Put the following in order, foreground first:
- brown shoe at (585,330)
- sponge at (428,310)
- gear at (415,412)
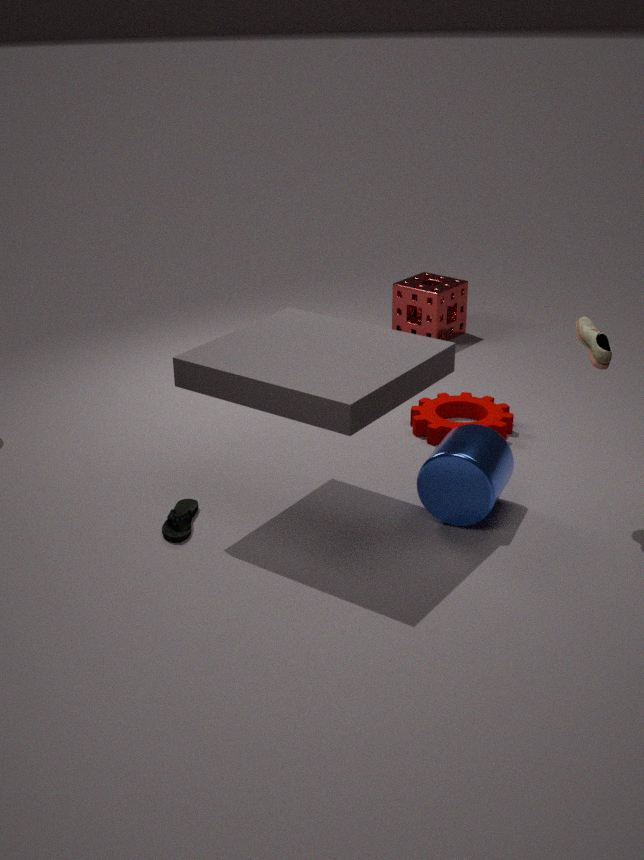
brown shoe at (585,330) → gear at (415,412) → sponge at (428,310)
